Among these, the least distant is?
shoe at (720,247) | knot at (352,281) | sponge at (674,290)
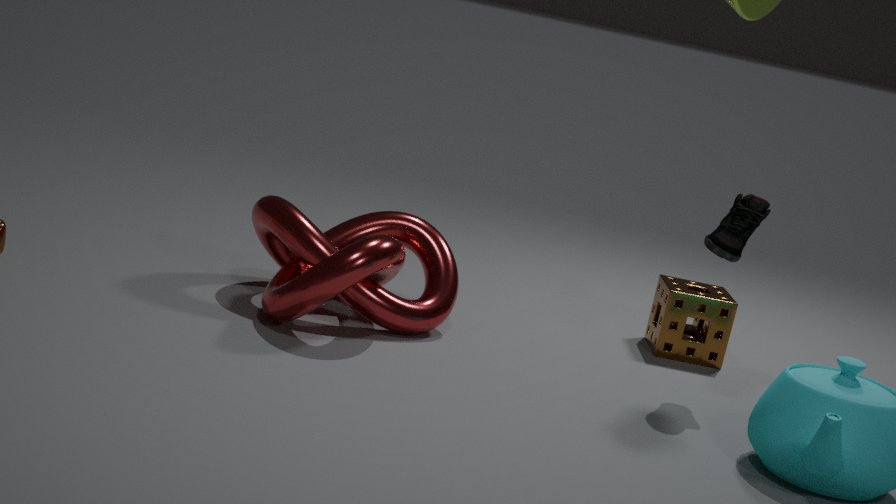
knot at (352,281)
